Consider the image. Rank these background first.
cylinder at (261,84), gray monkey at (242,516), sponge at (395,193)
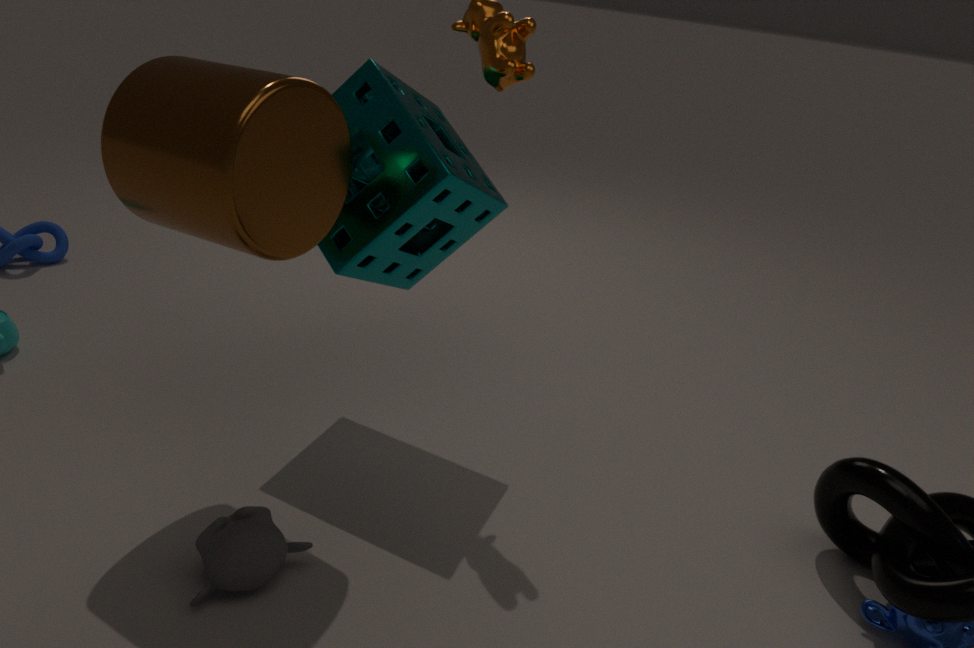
sponge at (395,193) < gray monkey at (242,516) < cylinder at (261,84)
